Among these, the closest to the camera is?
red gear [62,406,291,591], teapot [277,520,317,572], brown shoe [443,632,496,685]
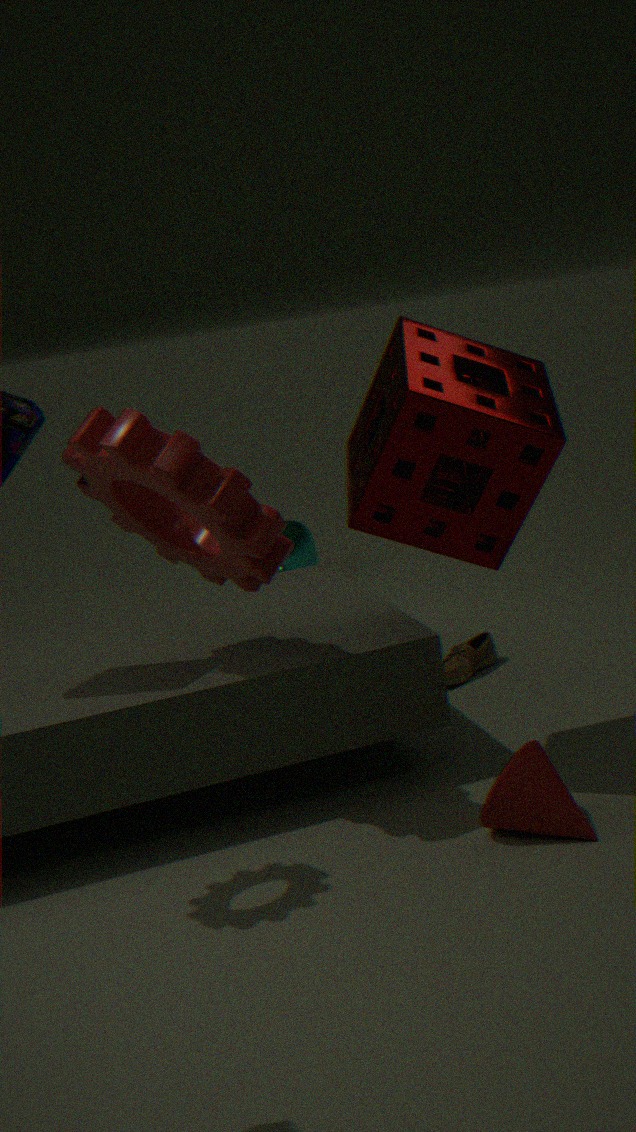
red gear [62,406,291,591]
